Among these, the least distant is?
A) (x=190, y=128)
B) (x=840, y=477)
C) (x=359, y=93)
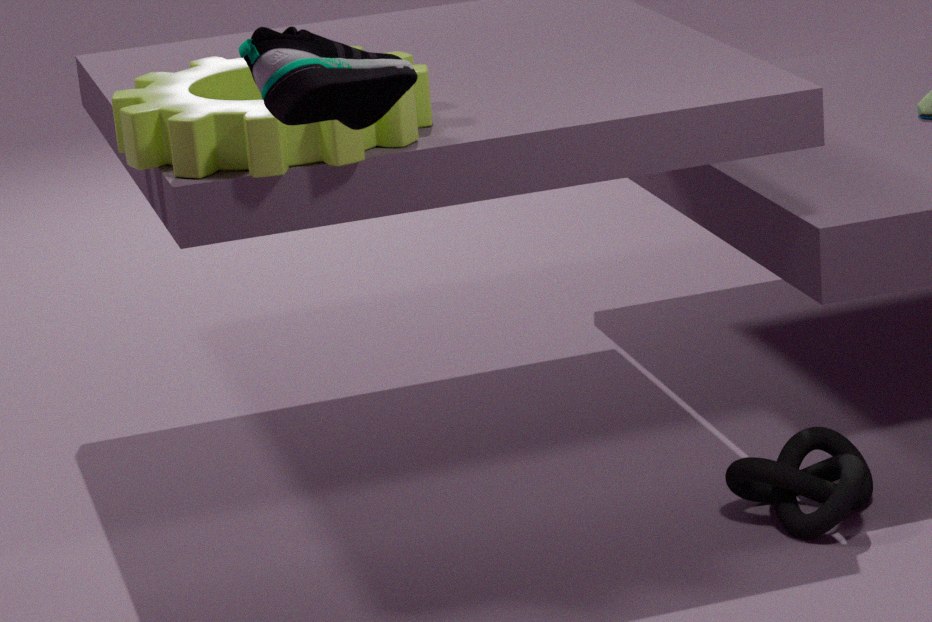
(x=359, y=93)
